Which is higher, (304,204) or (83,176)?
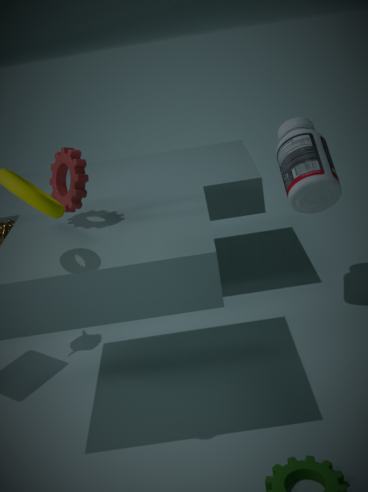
(83,176)
